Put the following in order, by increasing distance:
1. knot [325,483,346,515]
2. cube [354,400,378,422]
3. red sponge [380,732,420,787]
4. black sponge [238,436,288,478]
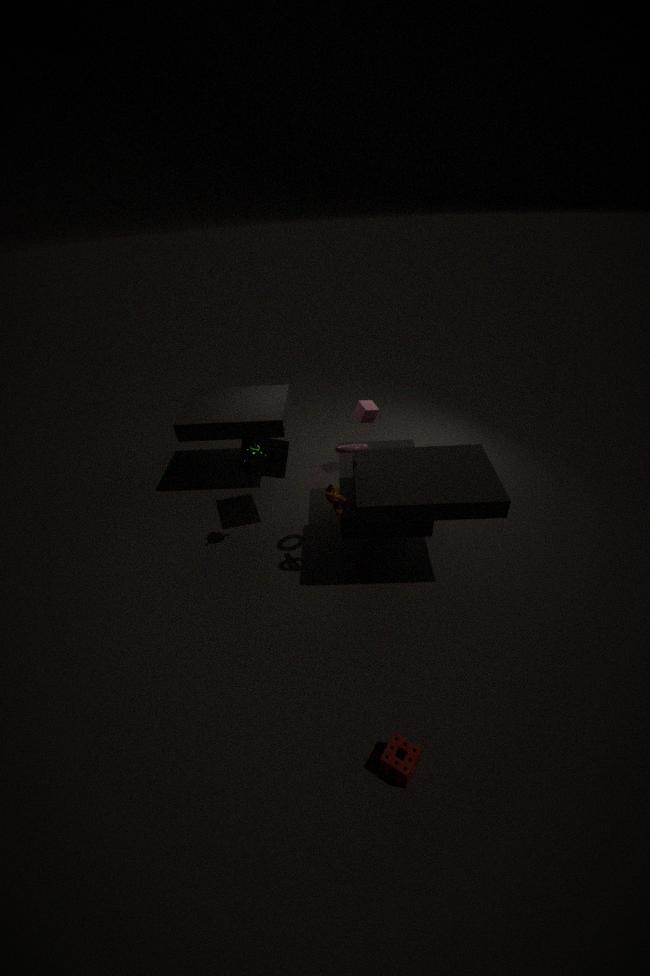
red sponge [380,732,420,787] < knot [325,483,346,515] < black sponge [238,436,288,478] < cube [354,400,378,422]
